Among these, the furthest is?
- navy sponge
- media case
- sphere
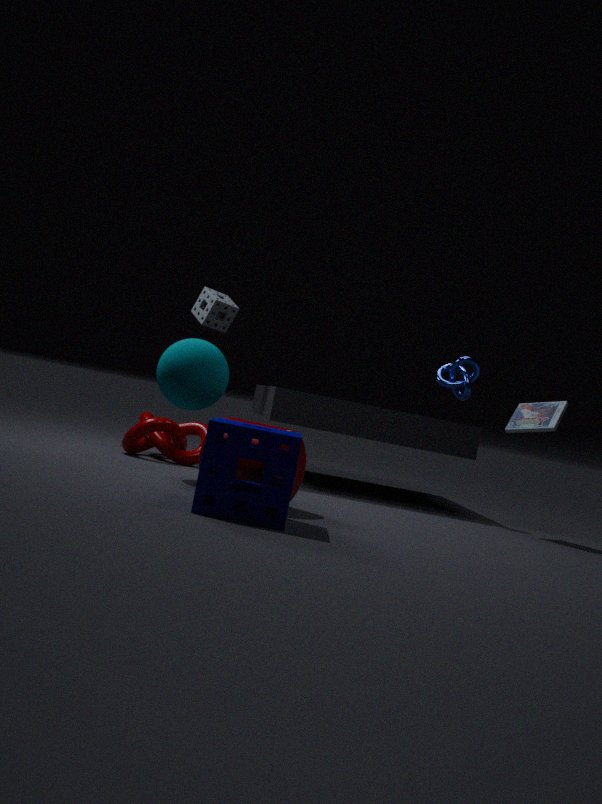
media case
